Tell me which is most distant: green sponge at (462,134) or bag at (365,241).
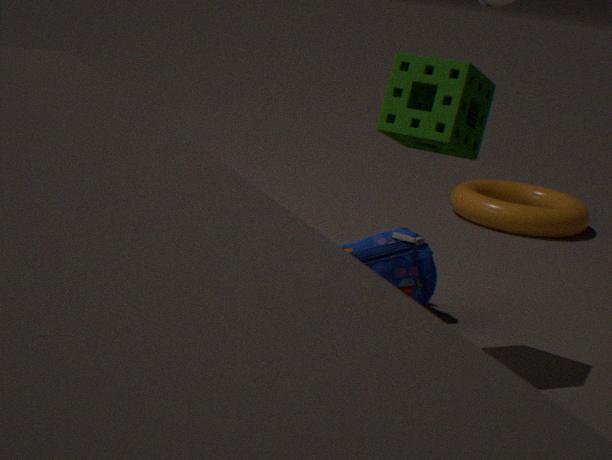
bag at (365,241)
